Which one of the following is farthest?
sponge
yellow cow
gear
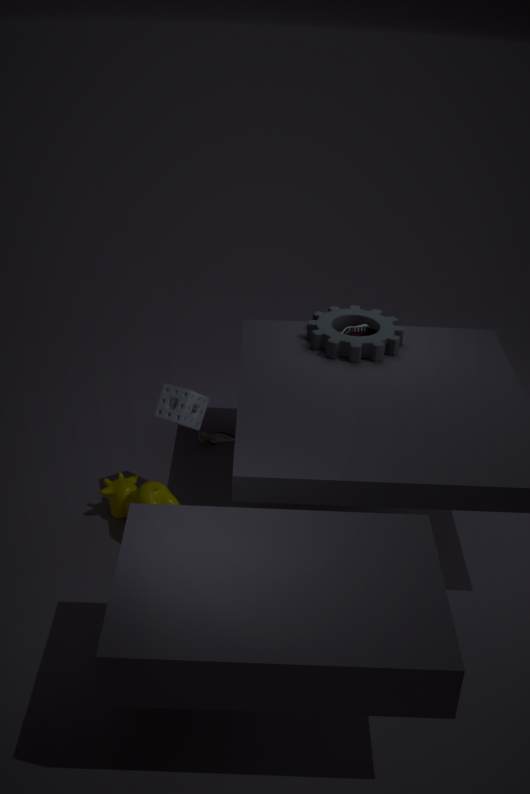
gear
